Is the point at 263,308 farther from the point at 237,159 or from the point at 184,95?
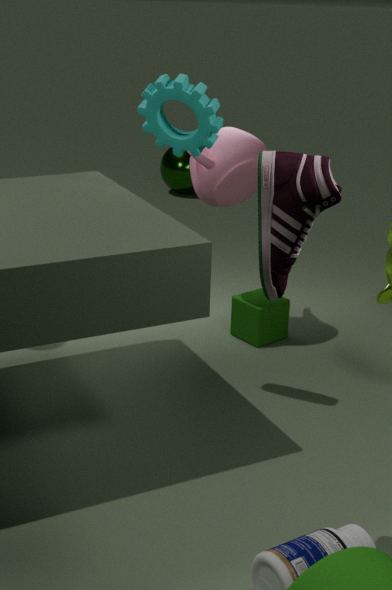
the point at 184,95
